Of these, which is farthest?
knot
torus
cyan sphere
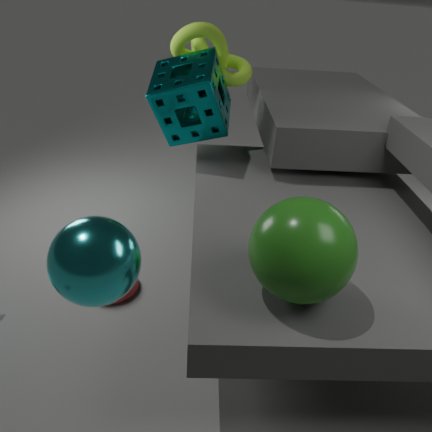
knot
